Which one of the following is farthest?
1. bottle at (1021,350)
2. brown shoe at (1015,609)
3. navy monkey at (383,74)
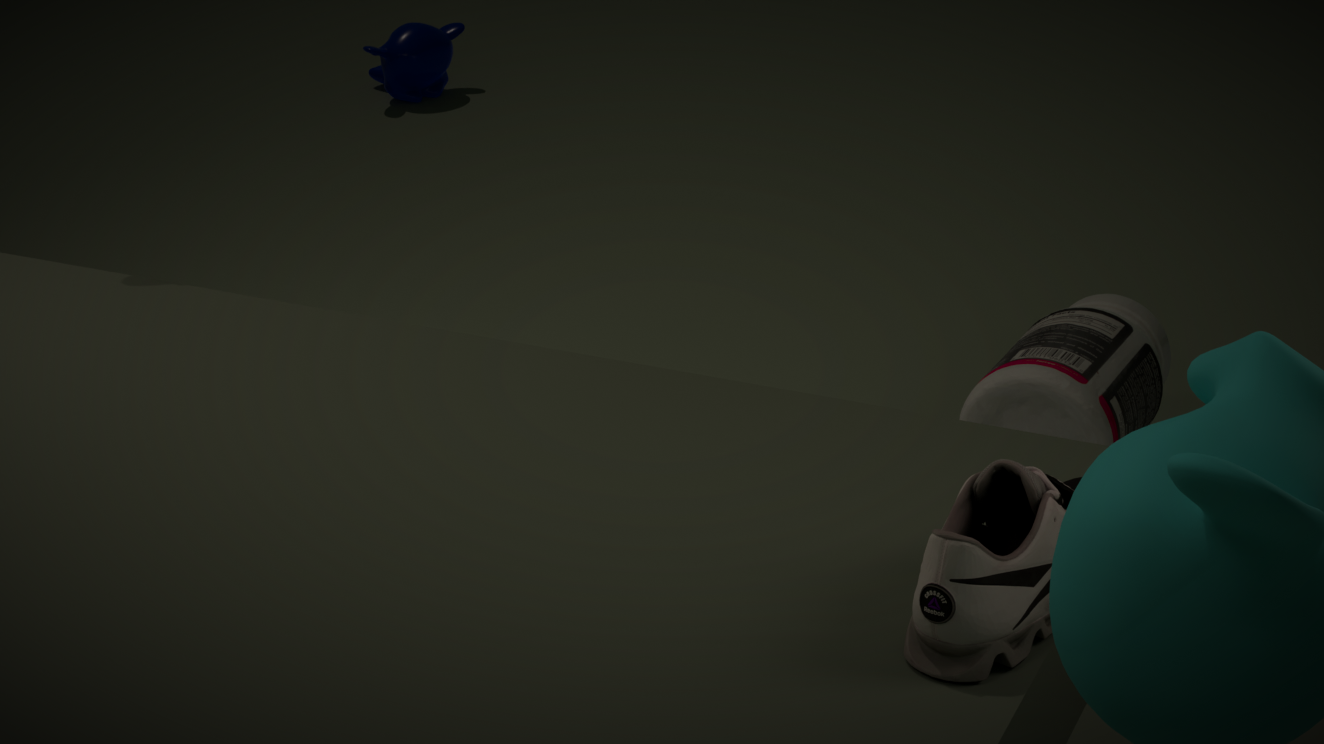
navy monkey at (383,74)
